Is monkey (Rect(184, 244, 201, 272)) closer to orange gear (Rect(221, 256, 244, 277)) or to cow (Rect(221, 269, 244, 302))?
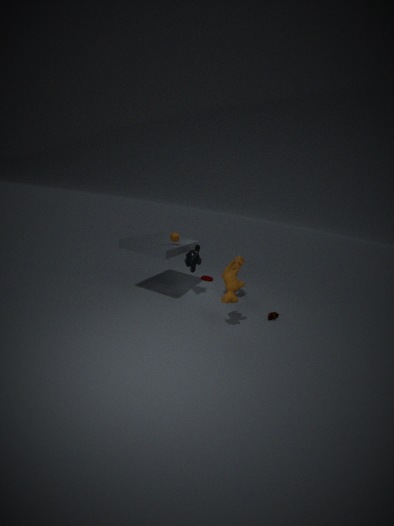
orange gear (Rect(221, 256, 244, 277))
